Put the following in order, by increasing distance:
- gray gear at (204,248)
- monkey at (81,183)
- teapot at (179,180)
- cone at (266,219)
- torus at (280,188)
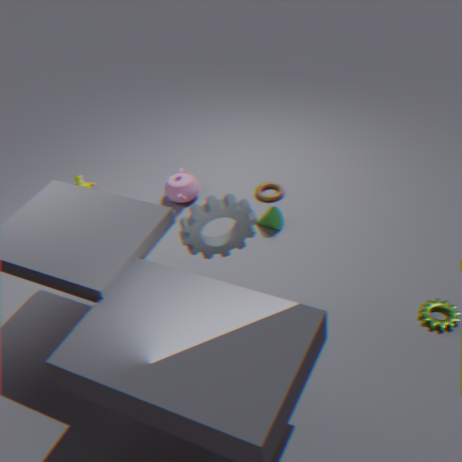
gray gear at (204,248), cone at (266,219), torus at (280,188), teapot at (179,180), monkey at (81,183)
